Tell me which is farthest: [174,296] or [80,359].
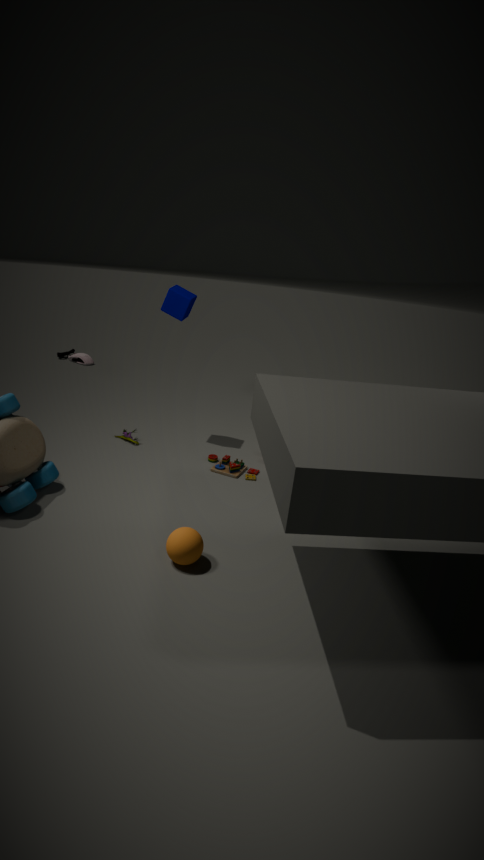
[80,359]
